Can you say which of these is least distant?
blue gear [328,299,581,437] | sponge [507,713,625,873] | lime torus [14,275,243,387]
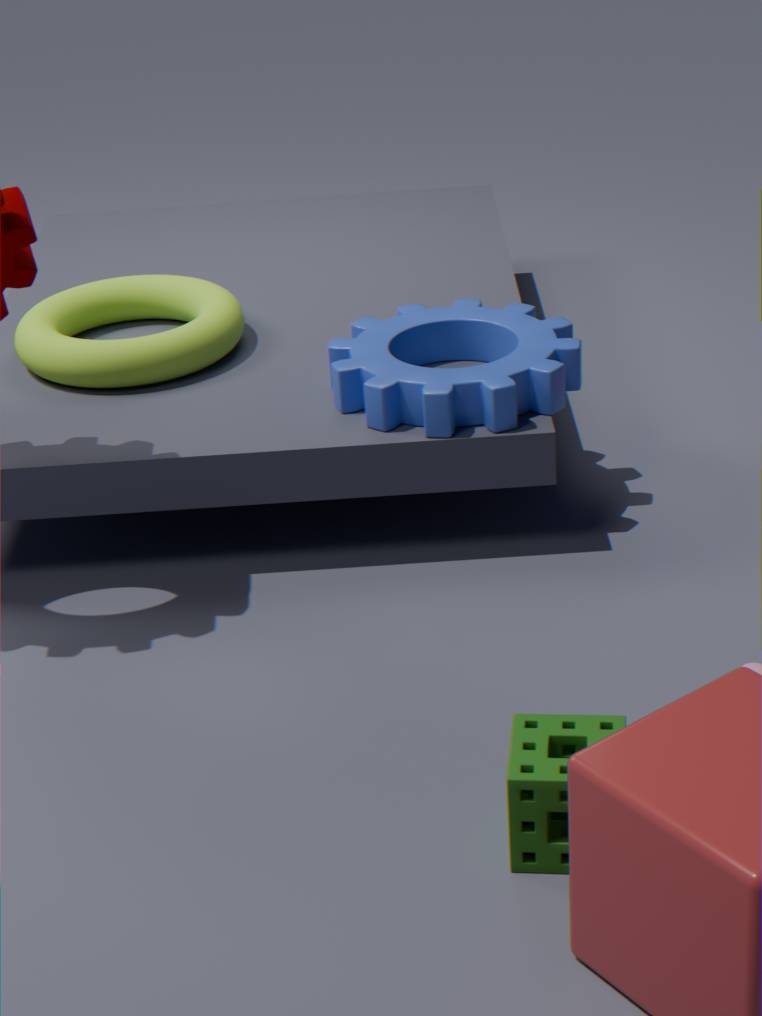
sponge [507,713,625,873]
